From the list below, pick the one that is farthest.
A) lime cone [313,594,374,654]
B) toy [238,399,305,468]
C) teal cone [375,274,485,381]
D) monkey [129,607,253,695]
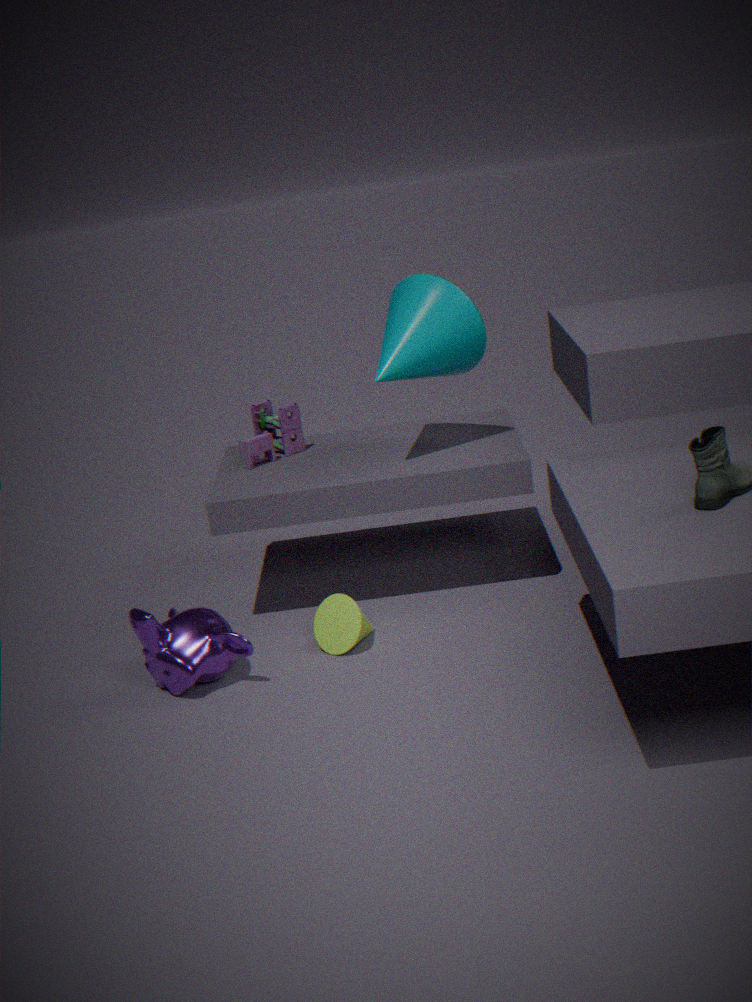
toy [238,399,305,468]
